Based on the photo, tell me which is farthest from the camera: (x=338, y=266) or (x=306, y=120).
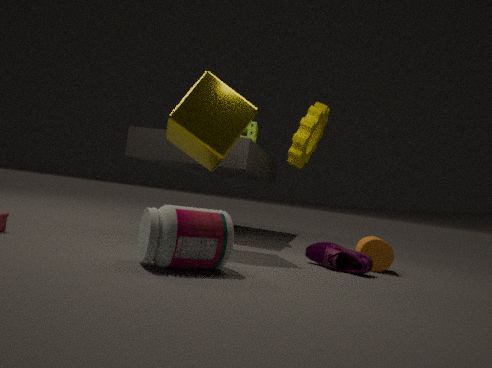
(x=306, y=120)
